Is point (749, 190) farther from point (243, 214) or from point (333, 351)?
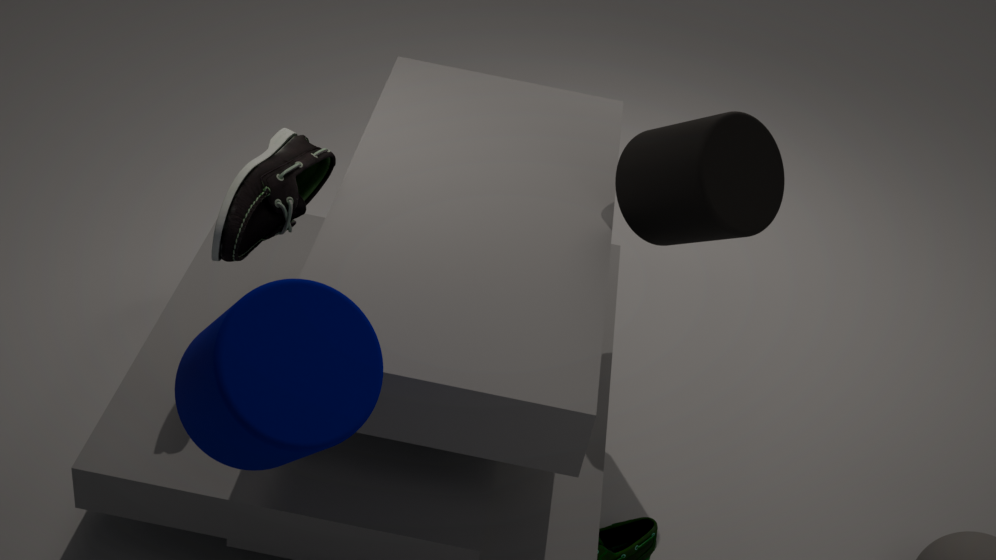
point (333, 351)
